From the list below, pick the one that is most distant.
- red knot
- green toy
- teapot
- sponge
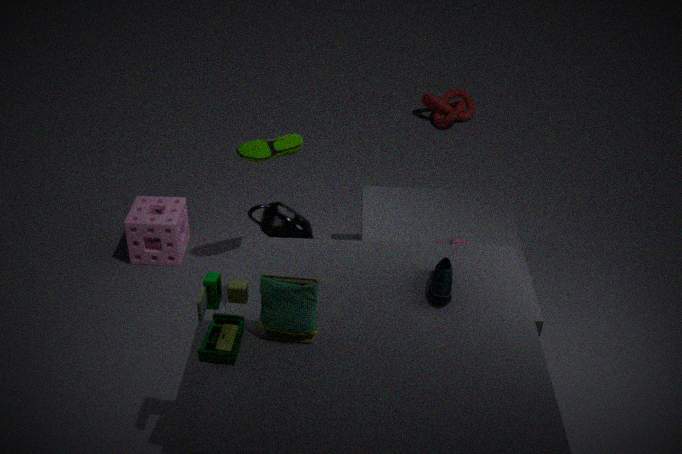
red knot
